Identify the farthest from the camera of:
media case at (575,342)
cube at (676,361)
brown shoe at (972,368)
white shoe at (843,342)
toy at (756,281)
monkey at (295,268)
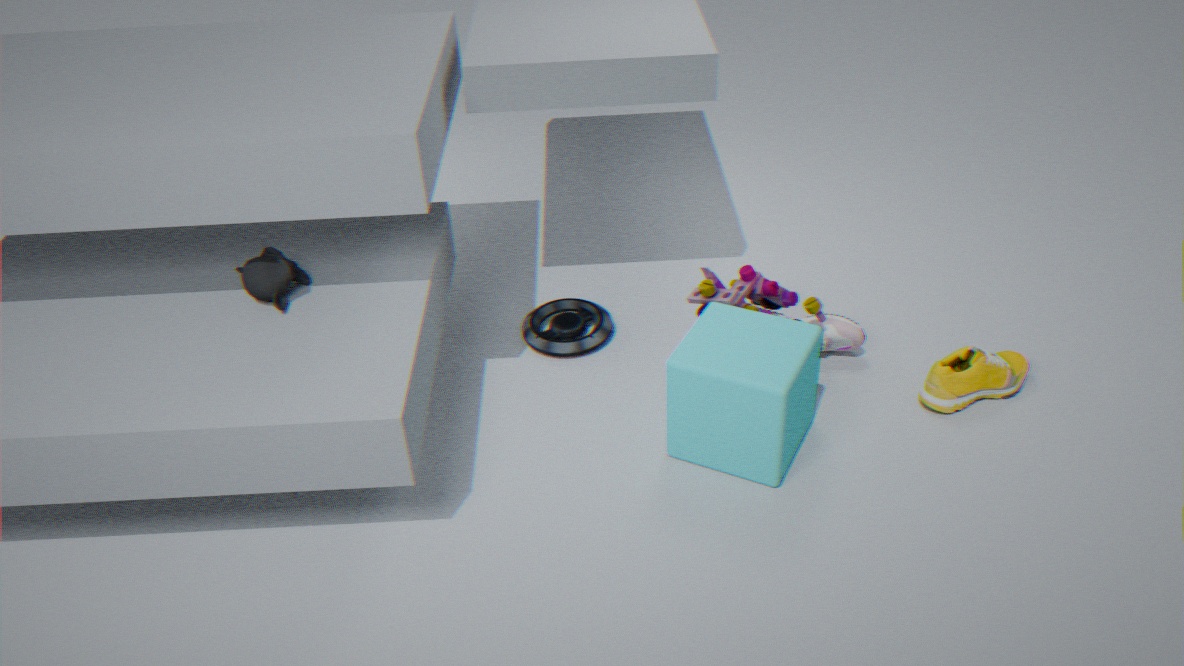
media case at (575,342)
